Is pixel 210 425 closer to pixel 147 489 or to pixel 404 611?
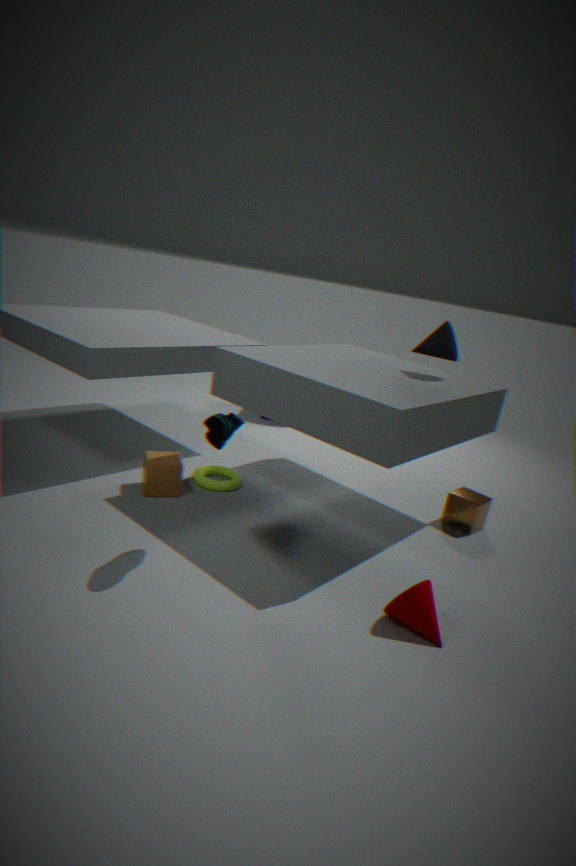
pixel 147 489
